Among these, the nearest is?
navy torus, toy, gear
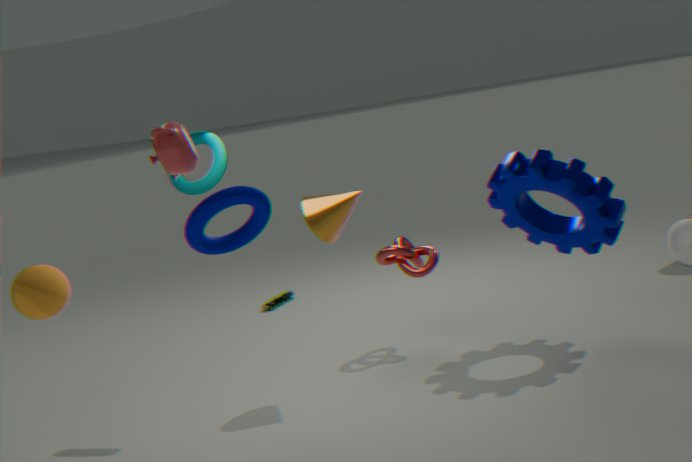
navy torus
